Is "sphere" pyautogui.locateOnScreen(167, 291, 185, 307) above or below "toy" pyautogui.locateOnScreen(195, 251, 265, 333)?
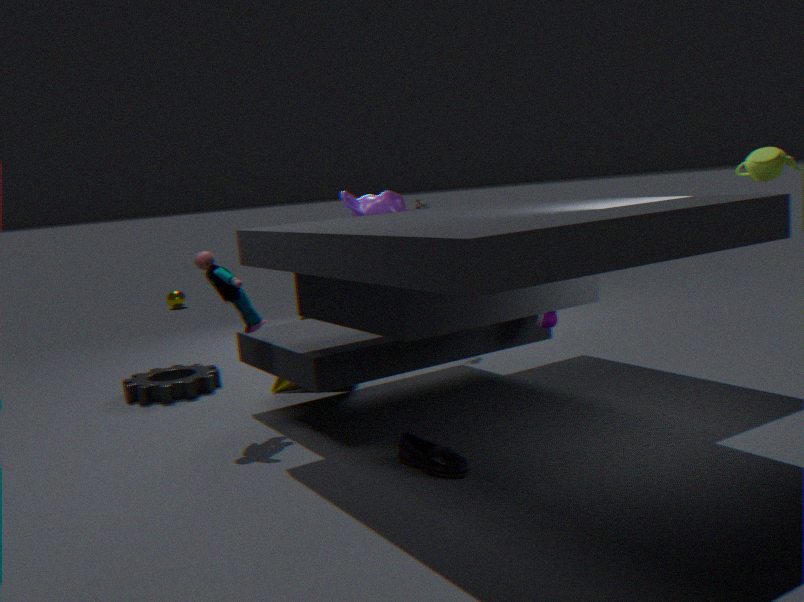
below
